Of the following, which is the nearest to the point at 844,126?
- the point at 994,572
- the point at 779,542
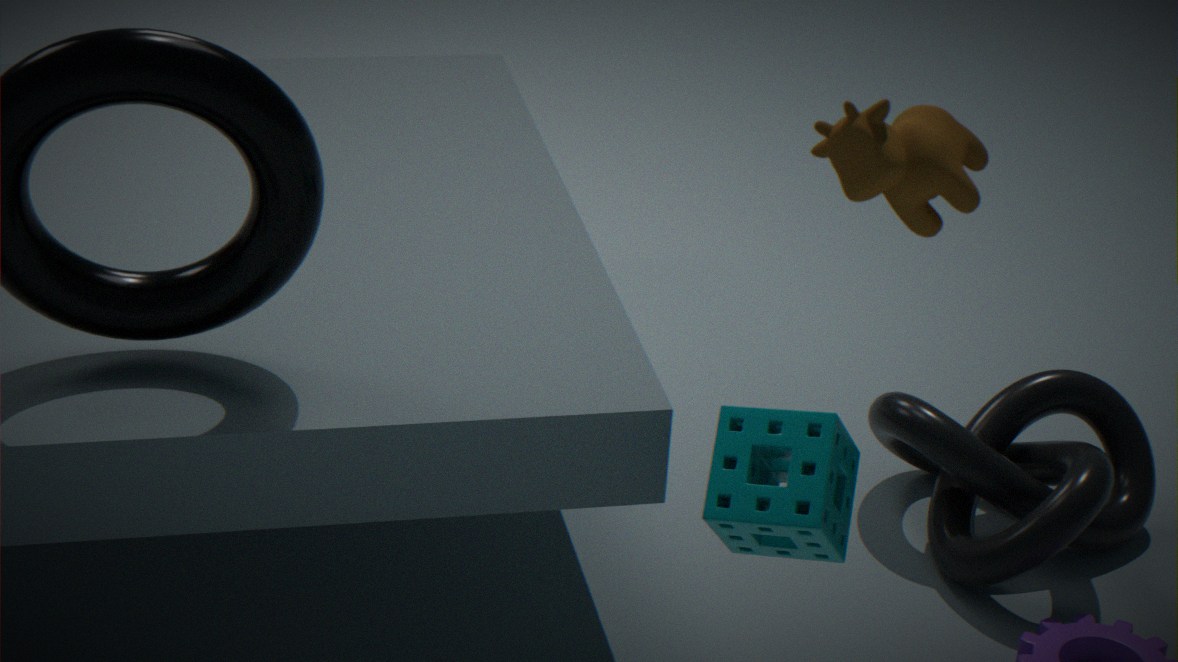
the point at 779,542
